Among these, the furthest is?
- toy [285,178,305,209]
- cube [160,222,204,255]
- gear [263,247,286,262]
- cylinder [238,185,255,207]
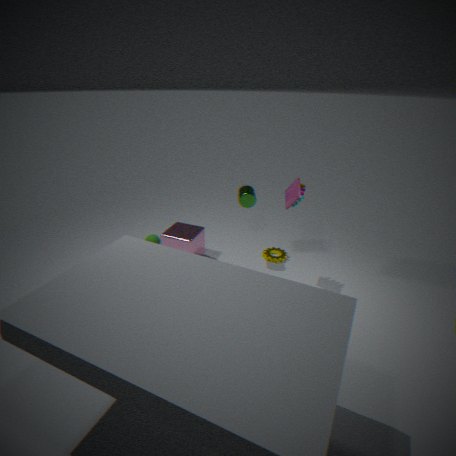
gear [263,247,286,262]
